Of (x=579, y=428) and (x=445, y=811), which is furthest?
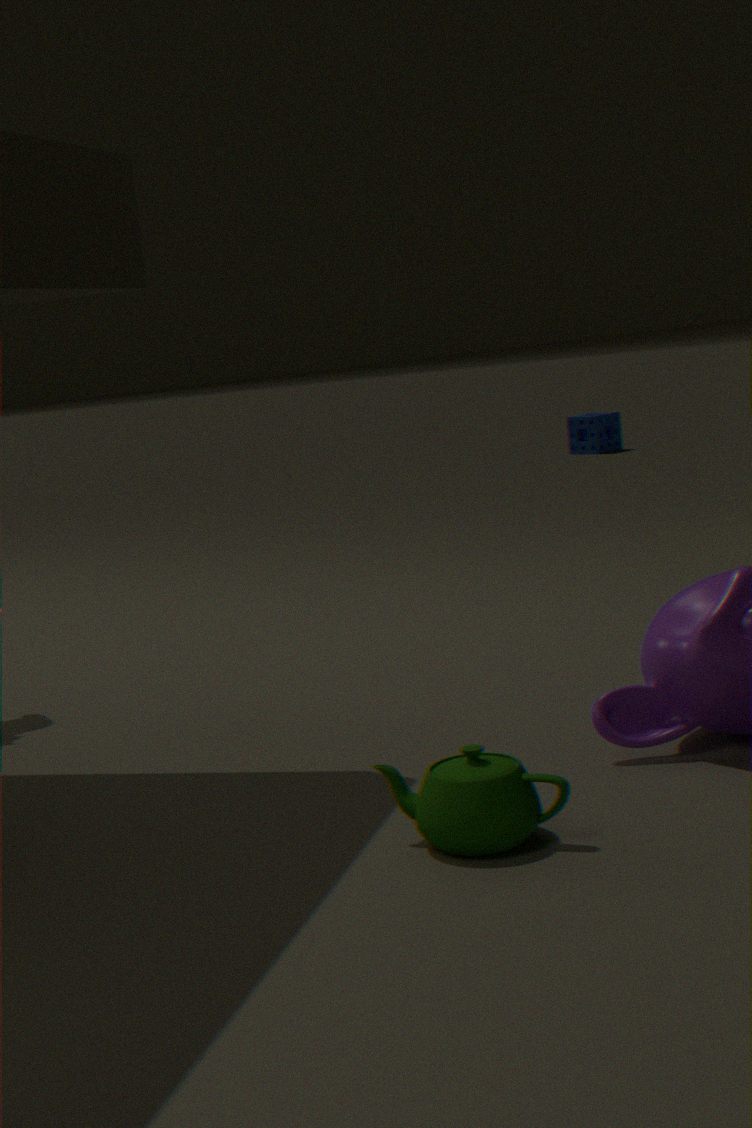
(x=579, y=428)
